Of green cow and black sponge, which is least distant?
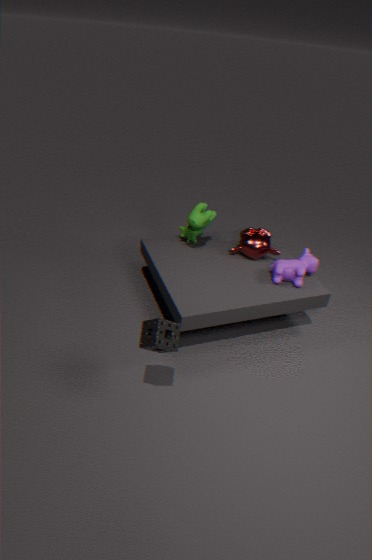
black sponge
